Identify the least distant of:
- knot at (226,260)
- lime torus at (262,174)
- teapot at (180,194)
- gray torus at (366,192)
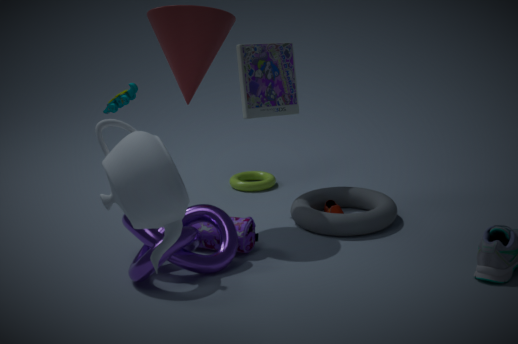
teapot at (180,194)
